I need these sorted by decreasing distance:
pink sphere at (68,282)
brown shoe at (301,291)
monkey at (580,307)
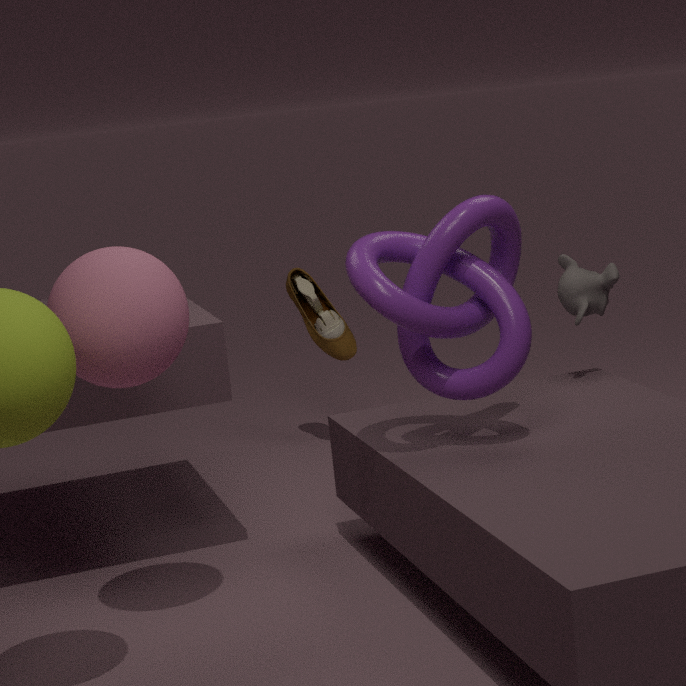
brown shoe at (301,291), monkey at (580,307), pink sphere at (68,282)
